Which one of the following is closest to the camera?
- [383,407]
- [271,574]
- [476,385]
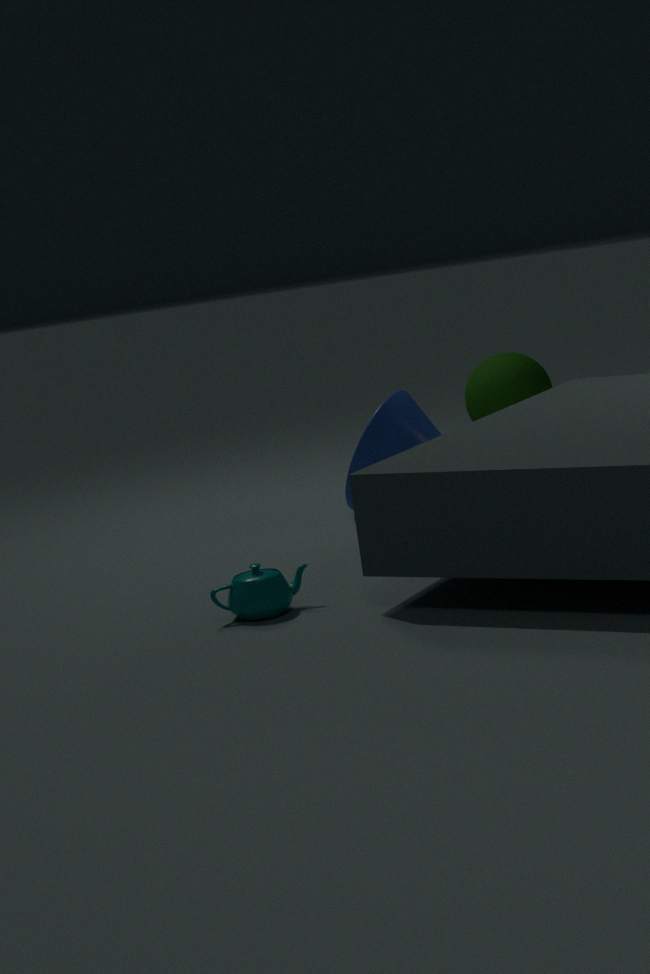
[271,574]
